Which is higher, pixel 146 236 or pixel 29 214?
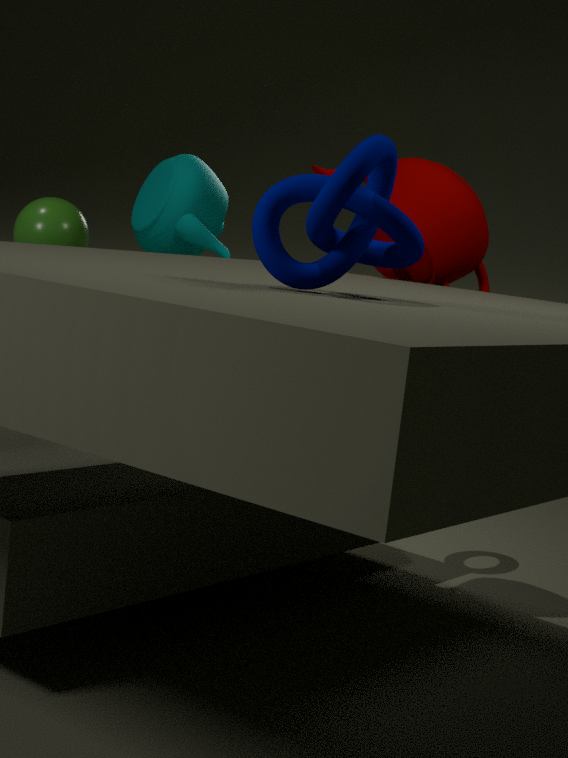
pixel 146 236
